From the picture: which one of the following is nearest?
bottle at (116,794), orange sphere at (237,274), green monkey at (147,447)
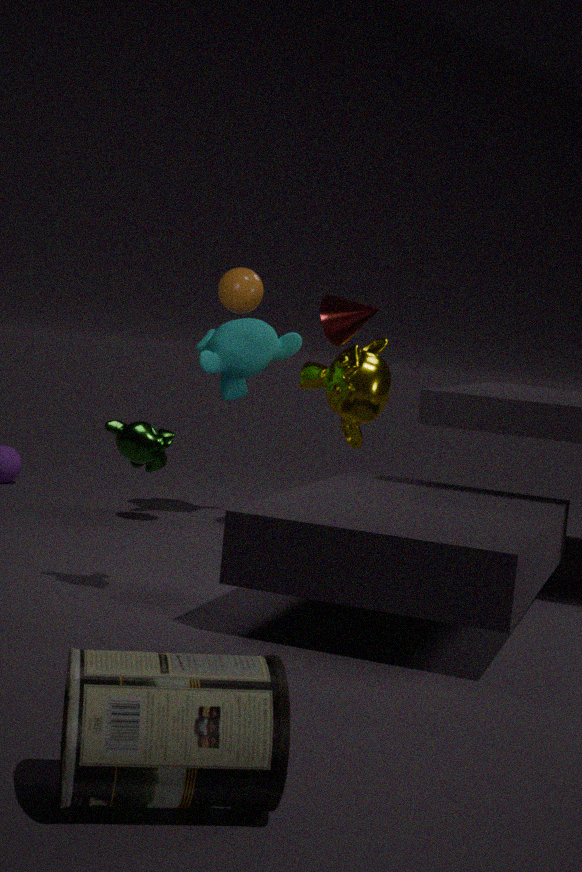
bottle at (116,794)
